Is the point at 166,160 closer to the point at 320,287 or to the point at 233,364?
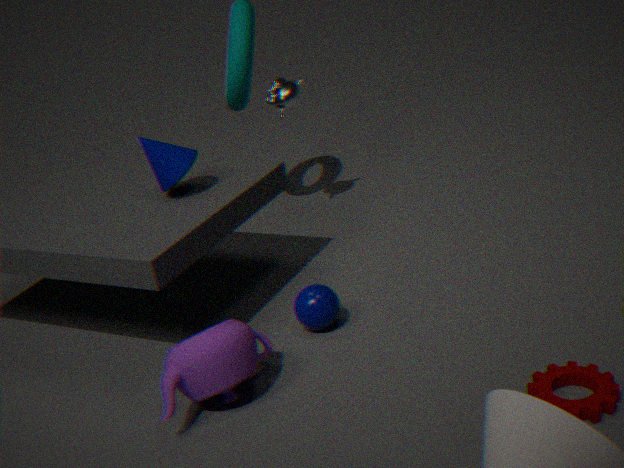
the point at 320,287
